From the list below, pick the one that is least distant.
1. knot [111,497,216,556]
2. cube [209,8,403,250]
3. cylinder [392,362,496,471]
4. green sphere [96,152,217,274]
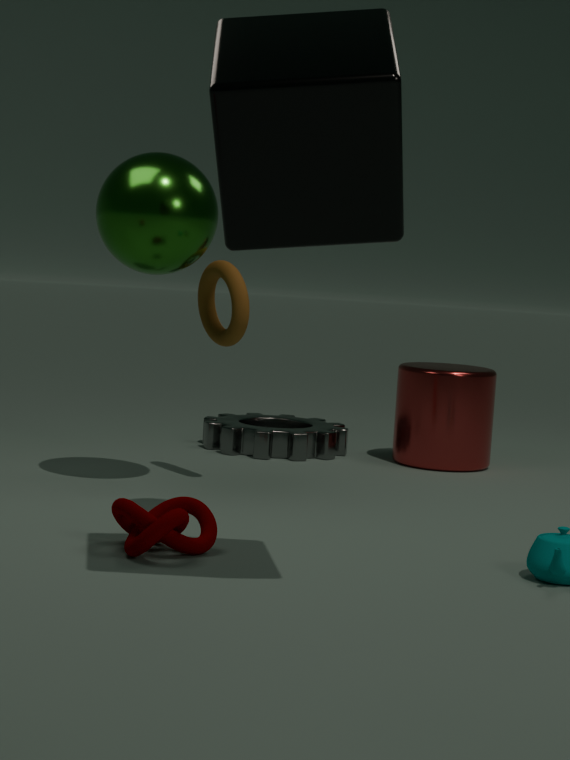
cube [209,8,403,250]
